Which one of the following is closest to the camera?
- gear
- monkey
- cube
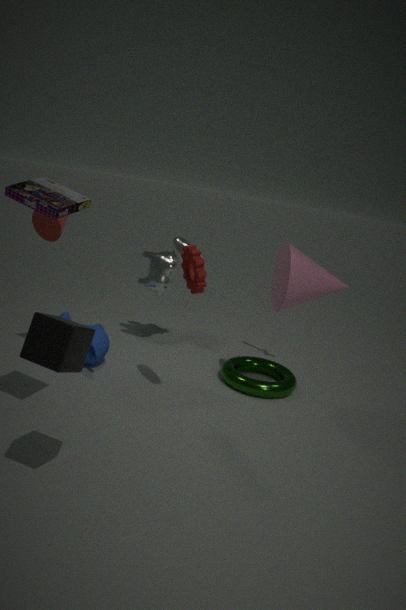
cube
